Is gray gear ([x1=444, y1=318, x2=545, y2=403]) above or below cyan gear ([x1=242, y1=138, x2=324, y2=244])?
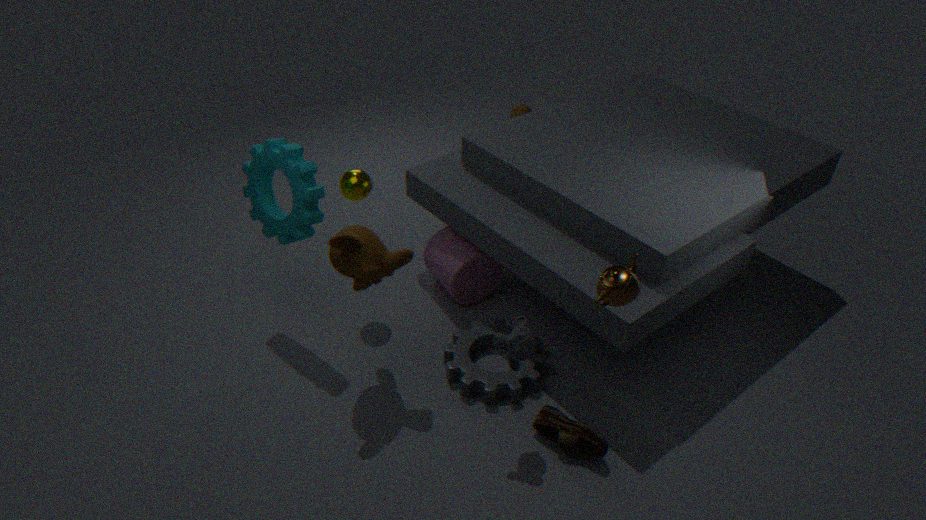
below
